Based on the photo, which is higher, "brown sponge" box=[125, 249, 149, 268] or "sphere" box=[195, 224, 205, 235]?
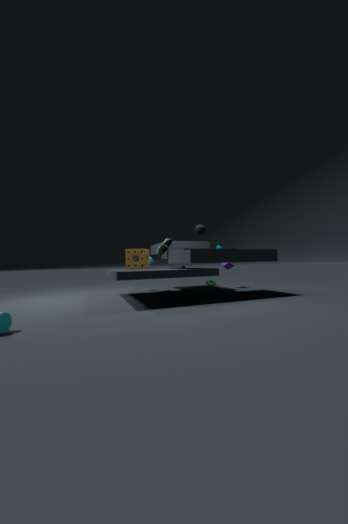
"sphere" box=[195, 224, 205, 235]
